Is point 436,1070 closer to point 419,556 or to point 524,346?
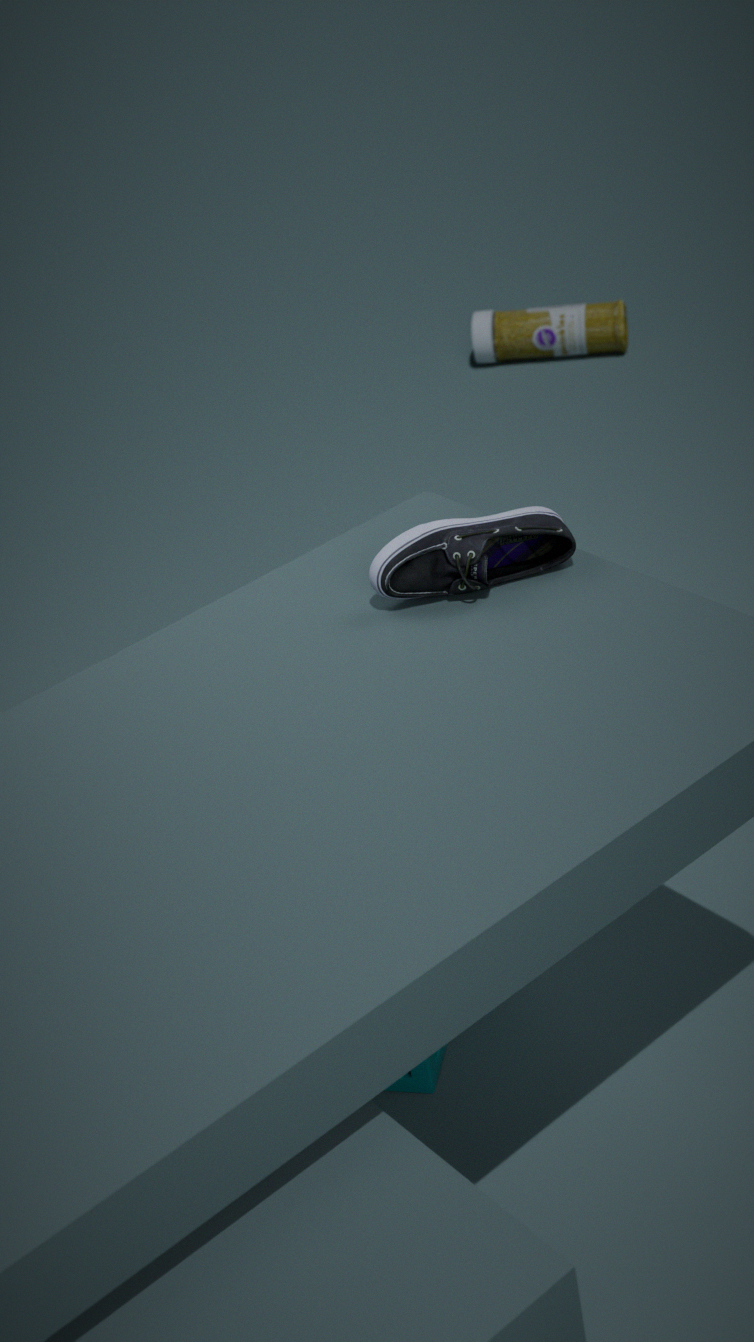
point 419,556
